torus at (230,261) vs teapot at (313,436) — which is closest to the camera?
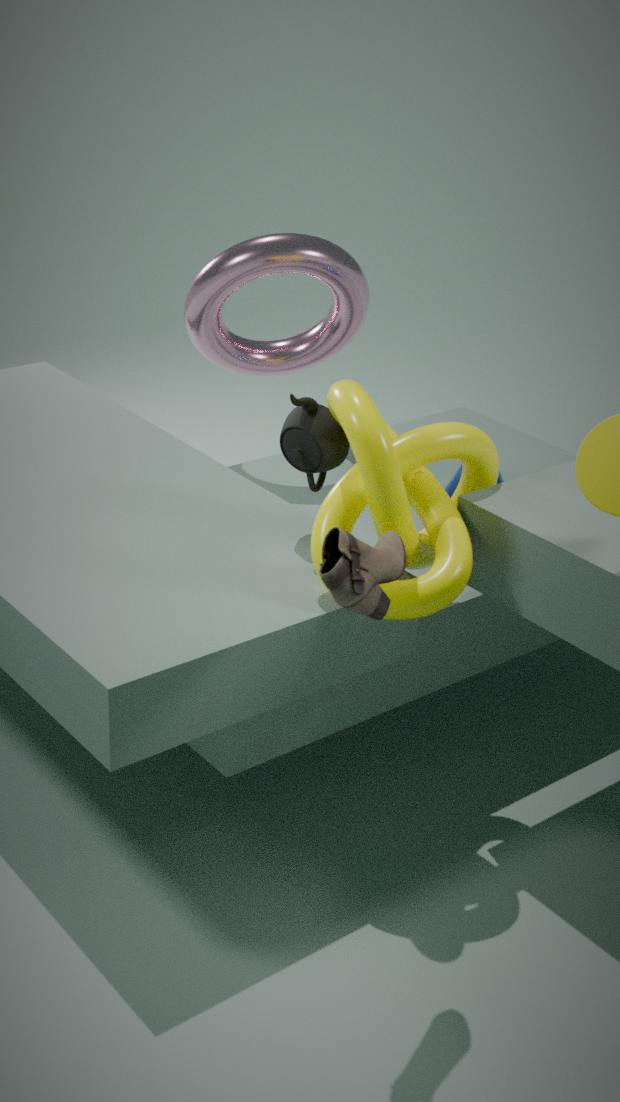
teapot at (313,436)
